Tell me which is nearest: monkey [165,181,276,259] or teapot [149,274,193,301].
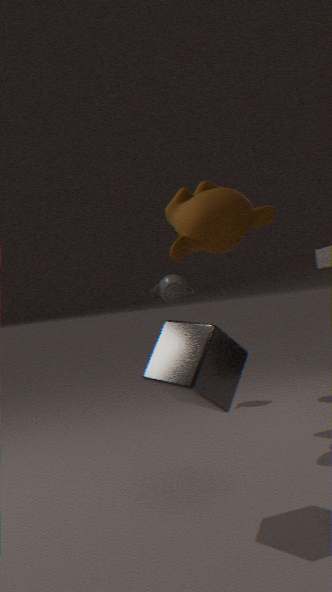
monkey [165,181,276,259]
